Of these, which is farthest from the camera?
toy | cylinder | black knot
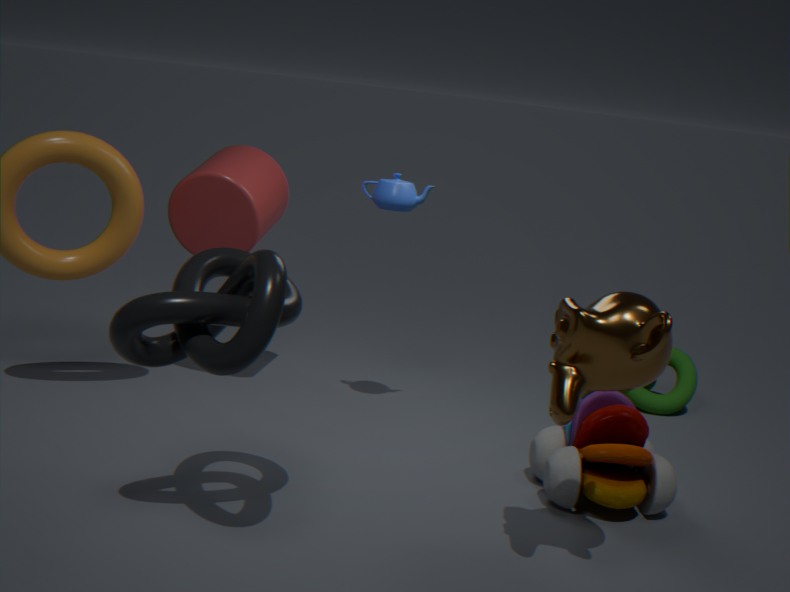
cylinder
